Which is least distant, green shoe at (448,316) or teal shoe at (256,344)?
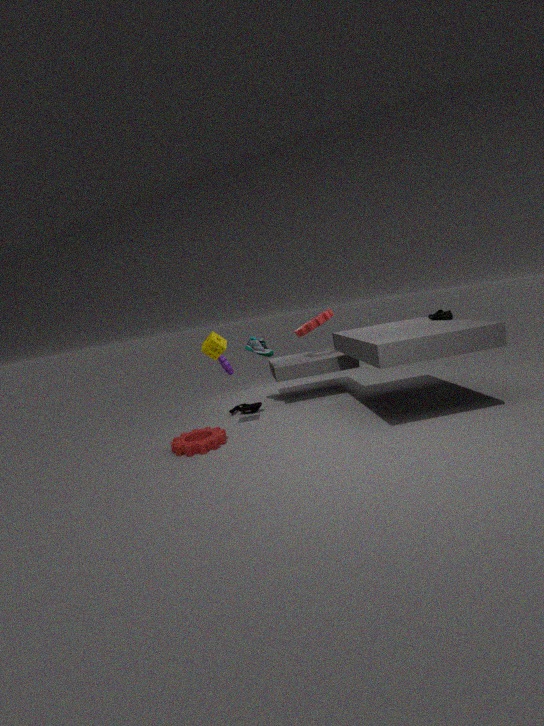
green shoe at (448,316)
